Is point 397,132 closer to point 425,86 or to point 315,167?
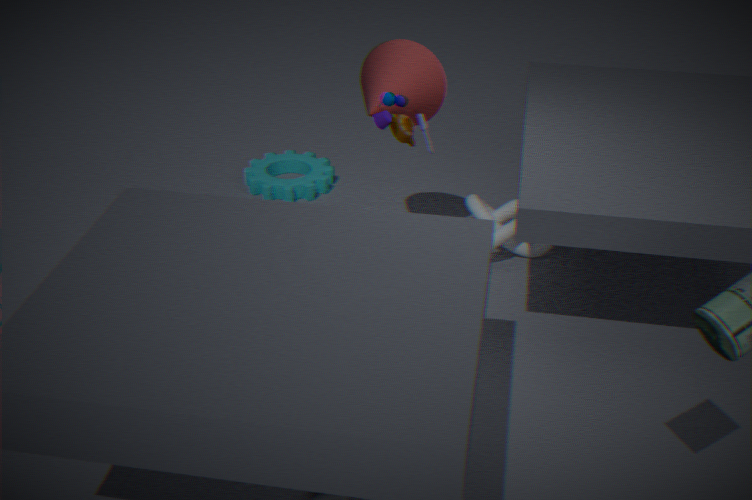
point 425,86
